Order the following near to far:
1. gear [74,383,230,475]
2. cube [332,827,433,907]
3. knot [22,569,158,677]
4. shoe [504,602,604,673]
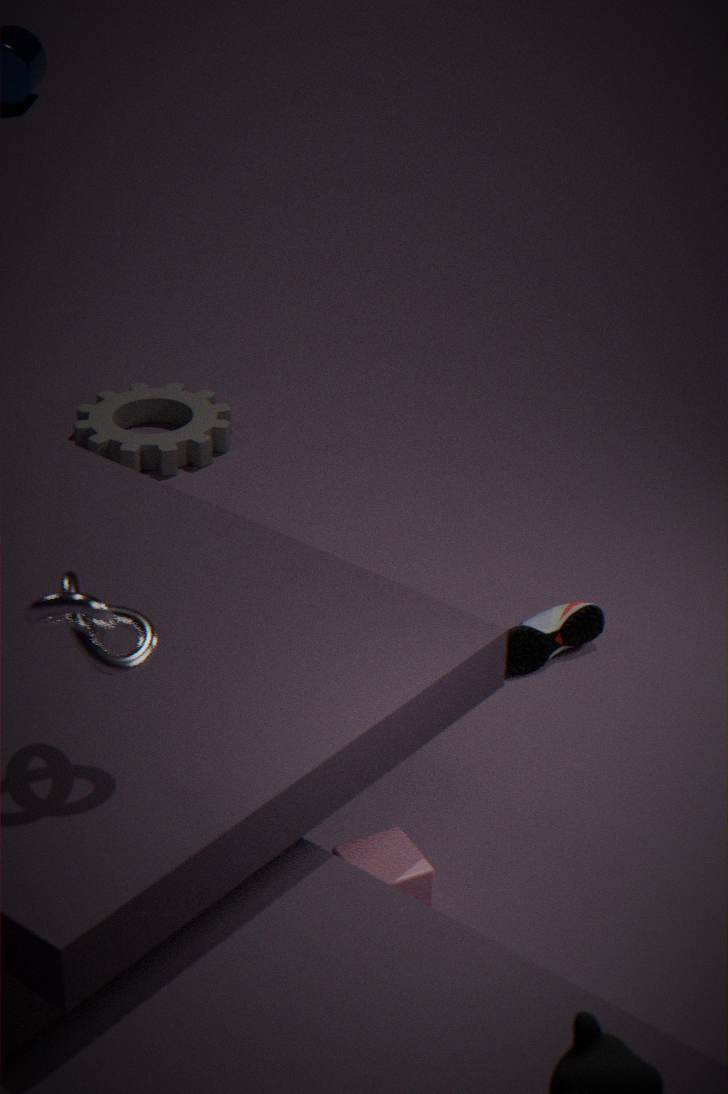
knot [22,569,158,677] → cube [332,827,433,907] → shoe [504,602,604,673] → gear [74,383,230,475]
